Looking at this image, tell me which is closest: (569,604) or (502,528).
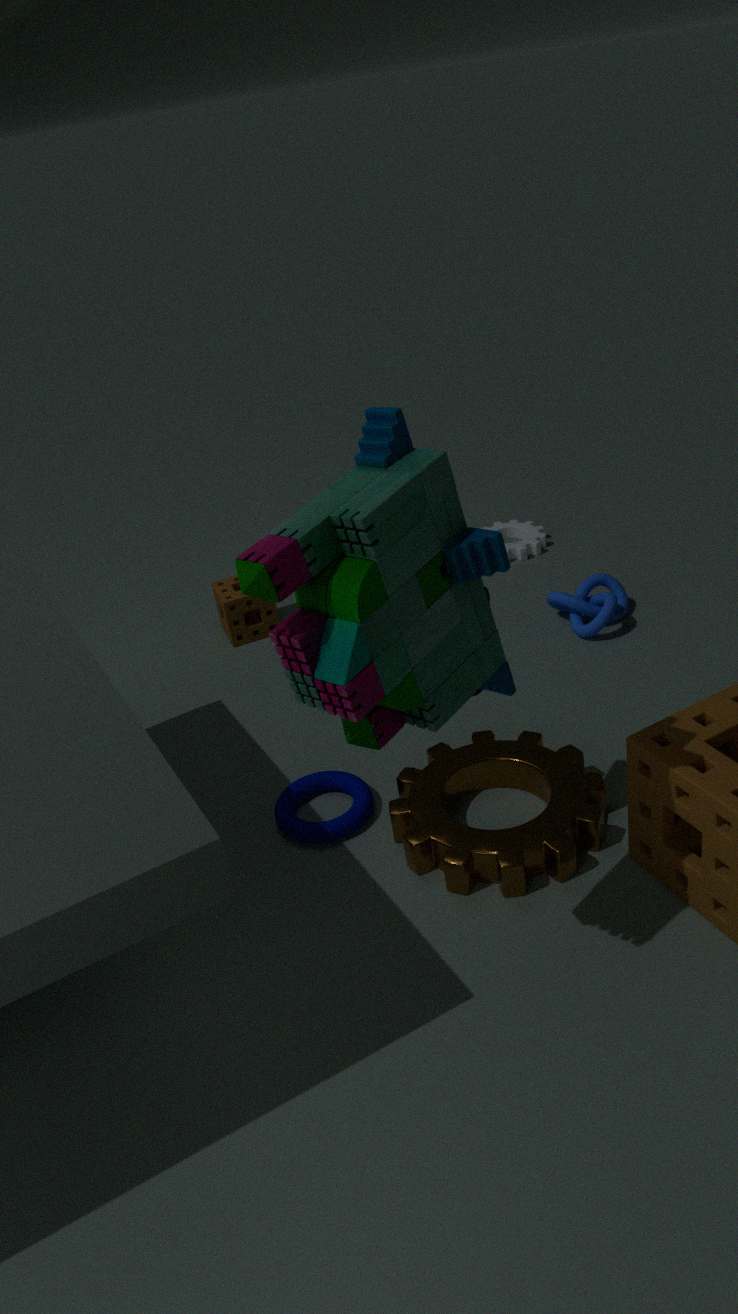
(569,604)
